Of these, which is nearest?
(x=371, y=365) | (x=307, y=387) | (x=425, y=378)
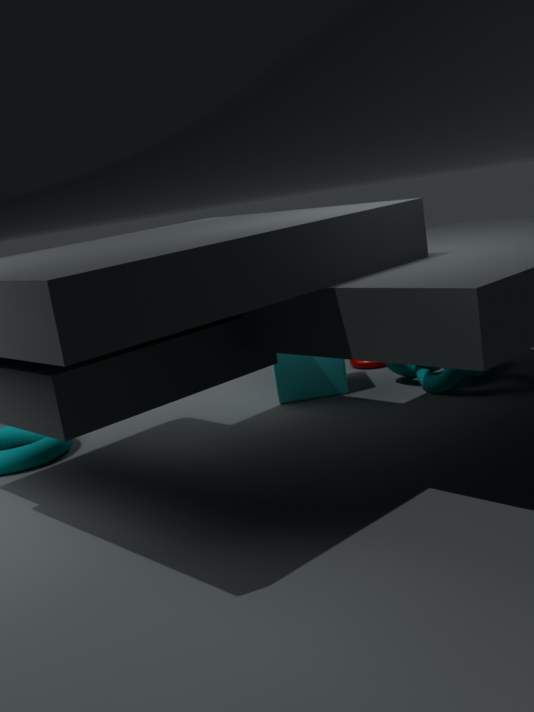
(x=425, y=378)
